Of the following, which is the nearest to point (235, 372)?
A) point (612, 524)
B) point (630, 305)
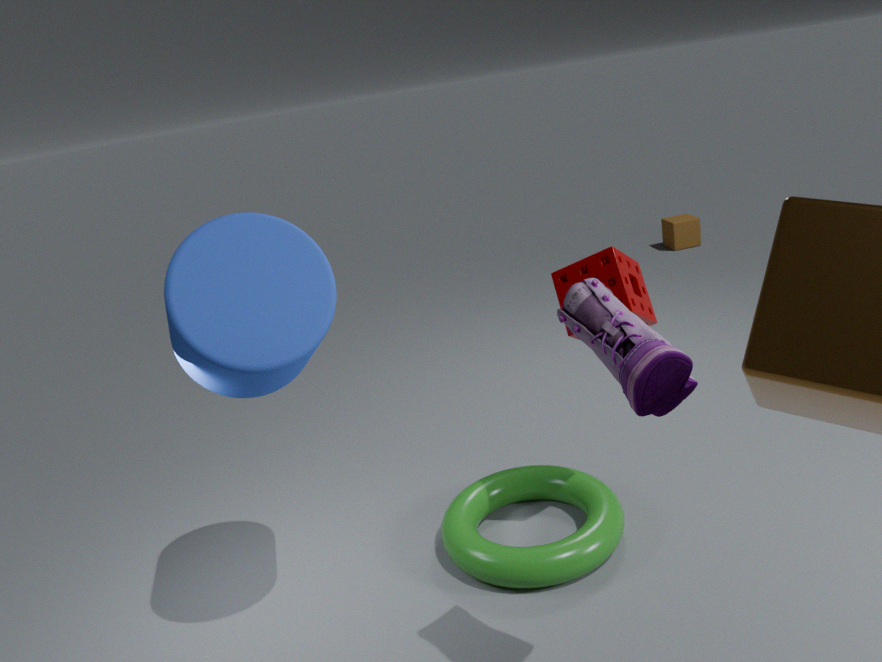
point (630, 305)
